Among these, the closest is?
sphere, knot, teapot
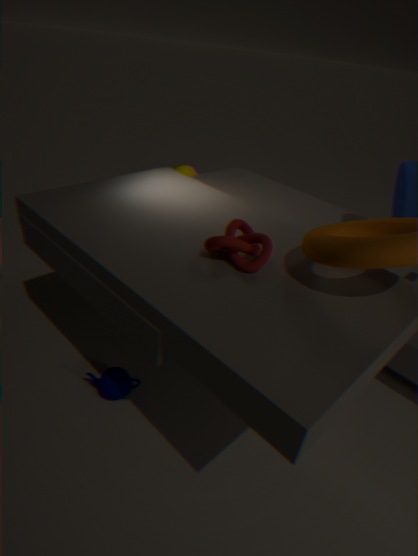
knot
